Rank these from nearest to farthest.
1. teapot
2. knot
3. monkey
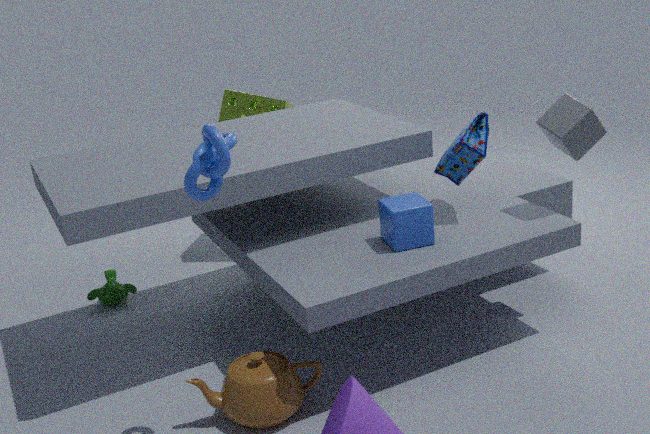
knot, teapot, monkey
